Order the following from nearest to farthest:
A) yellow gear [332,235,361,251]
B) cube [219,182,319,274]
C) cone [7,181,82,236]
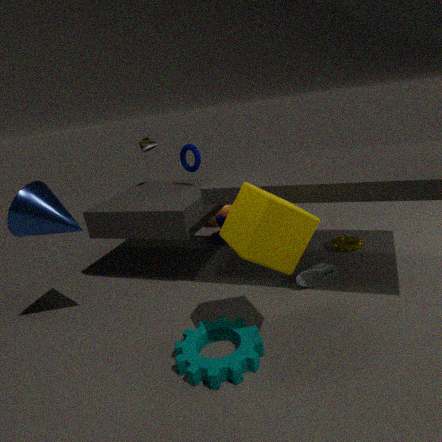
cube [219,182,319,274], cone [7,181,82,236], yellow gear [332,235,361,251]
